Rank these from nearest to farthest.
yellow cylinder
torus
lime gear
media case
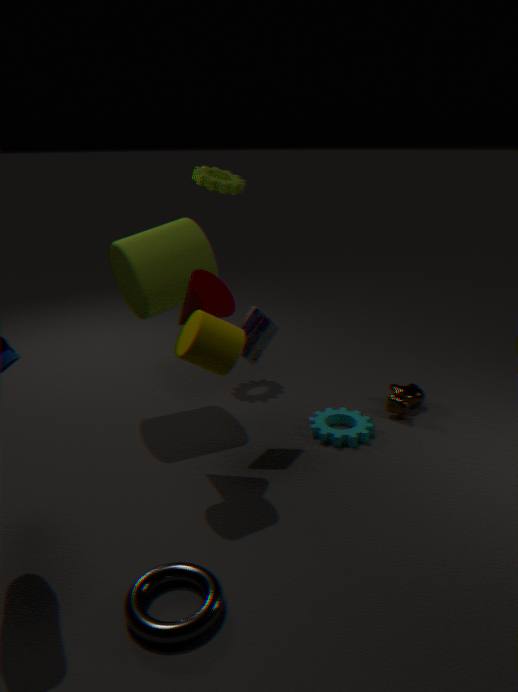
torus < yellow cylinder < media case < lime gear
